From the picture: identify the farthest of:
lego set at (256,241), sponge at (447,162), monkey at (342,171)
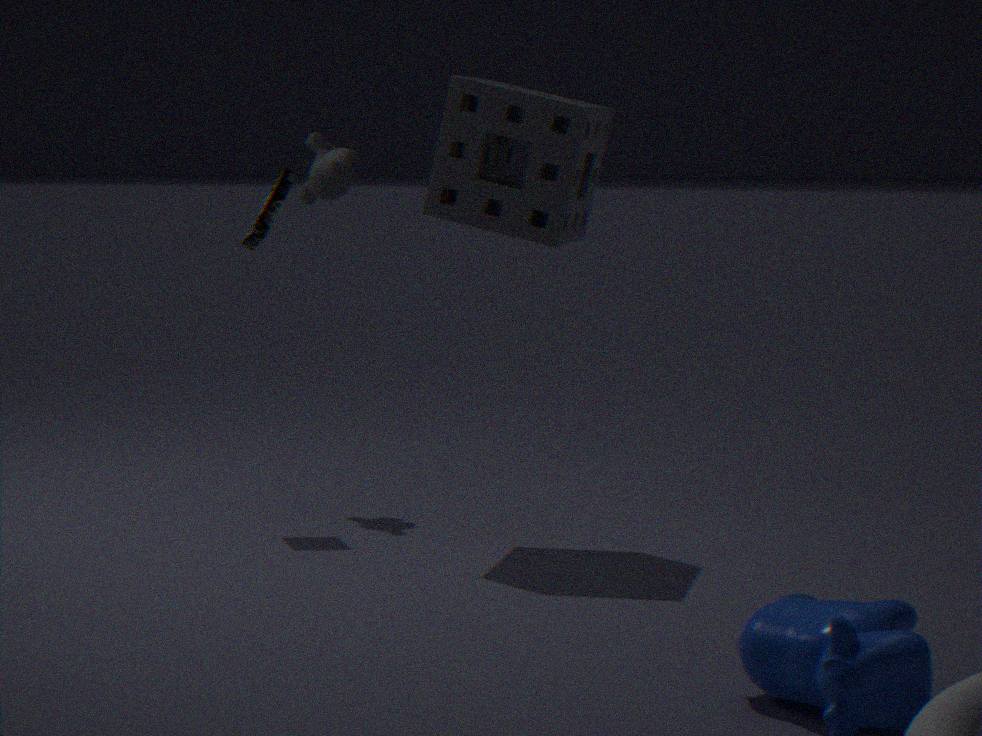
monkey at (342,171)
